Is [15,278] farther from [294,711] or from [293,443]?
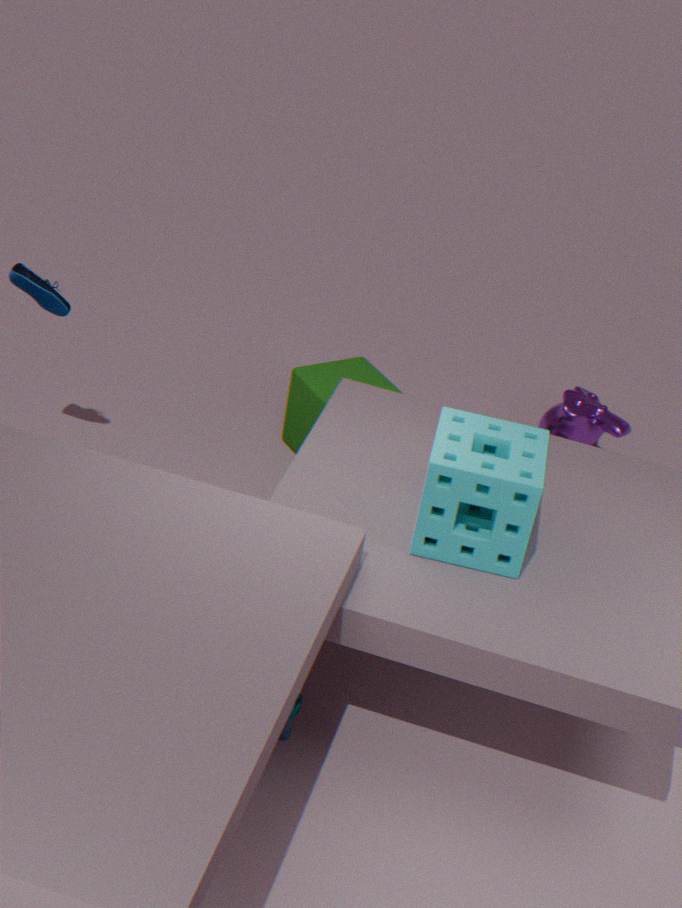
[294,711]
